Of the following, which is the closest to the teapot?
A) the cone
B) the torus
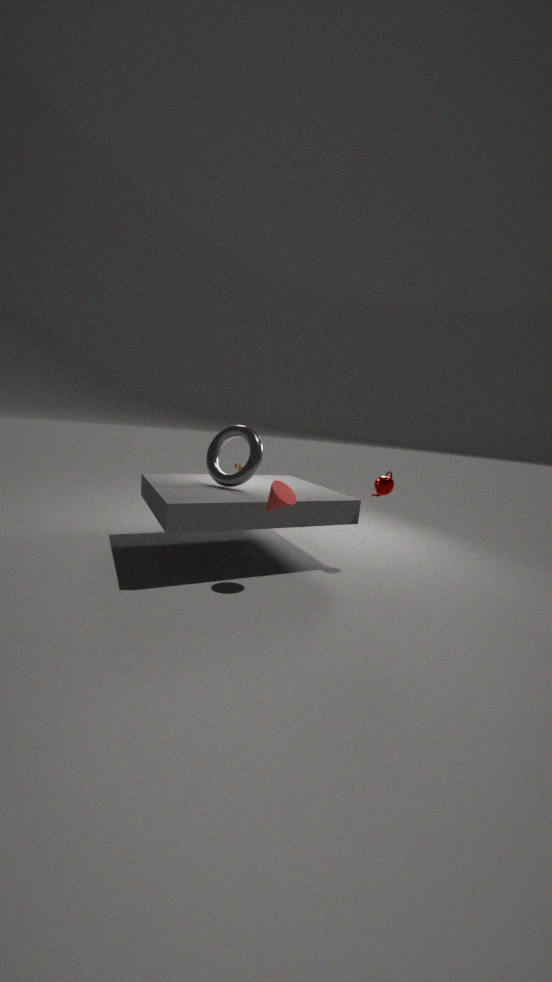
the cone
